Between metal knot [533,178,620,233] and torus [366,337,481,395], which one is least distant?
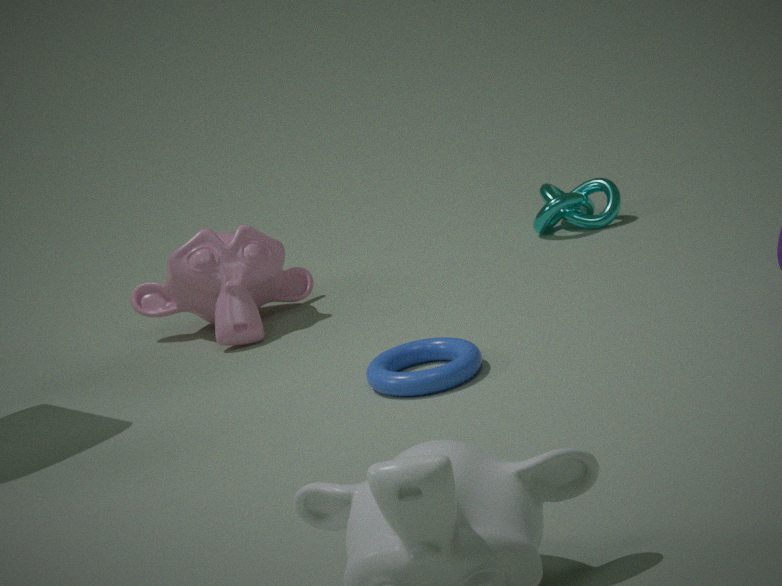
torus [366,337,481,395]
